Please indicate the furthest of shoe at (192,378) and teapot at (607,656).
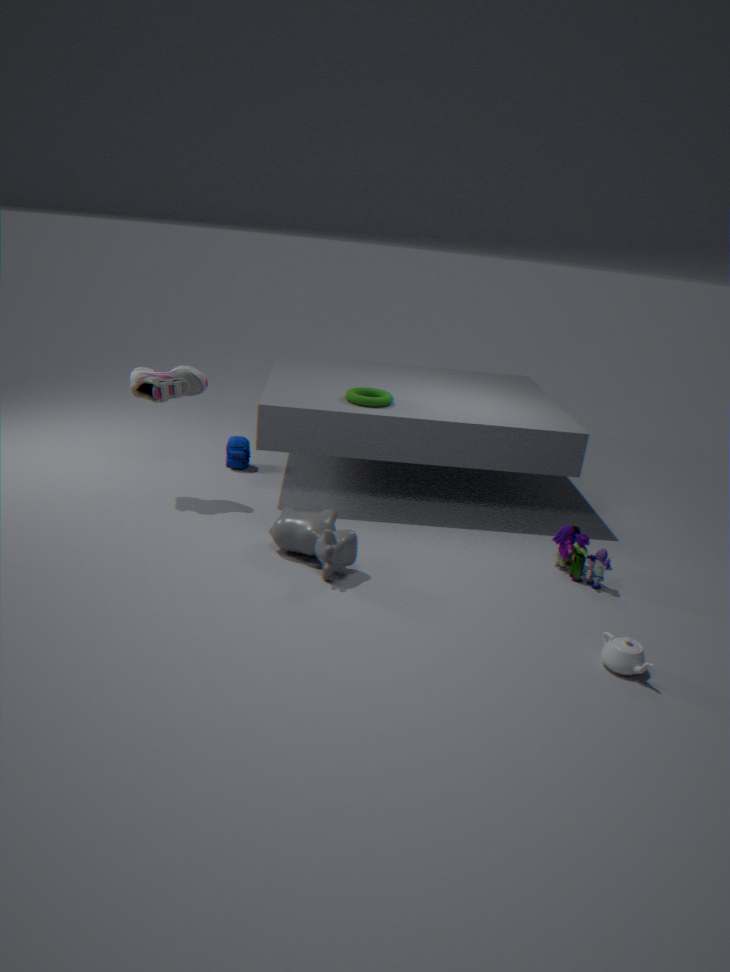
shoe at (192,378)
